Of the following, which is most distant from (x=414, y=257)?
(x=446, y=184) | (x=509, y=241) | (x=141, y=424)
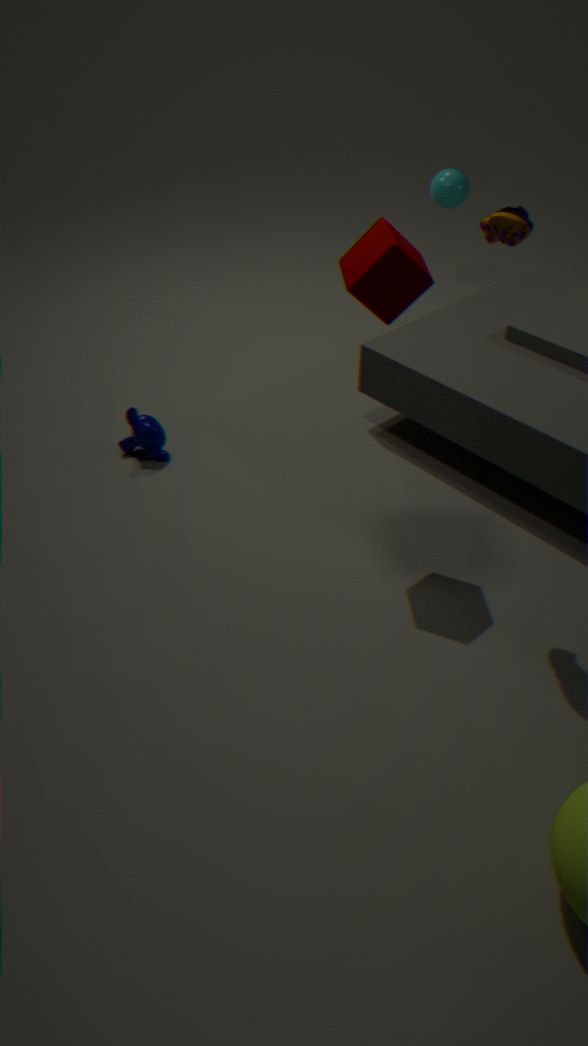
(x=446, y=184)
